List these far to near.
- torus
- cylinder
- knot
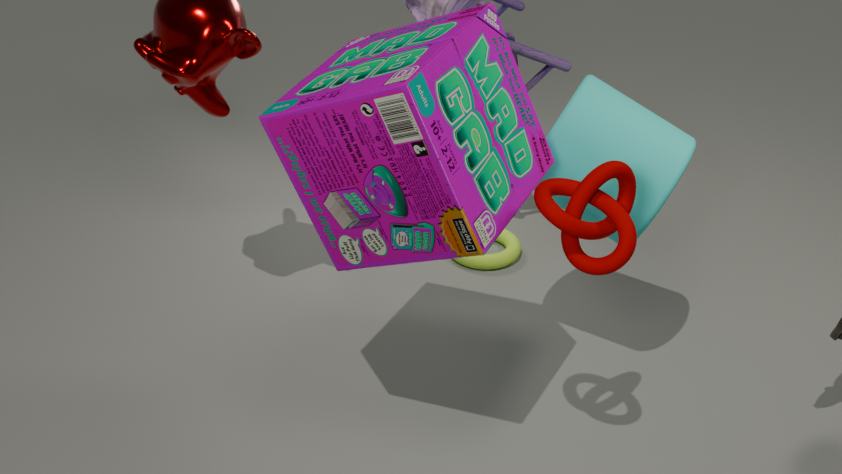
torus, cylinder, knot
